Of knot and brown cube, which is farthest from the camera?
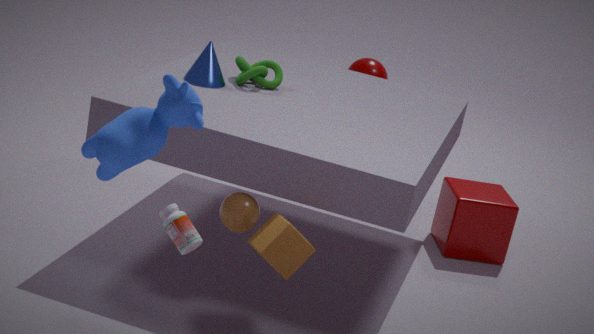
knot
